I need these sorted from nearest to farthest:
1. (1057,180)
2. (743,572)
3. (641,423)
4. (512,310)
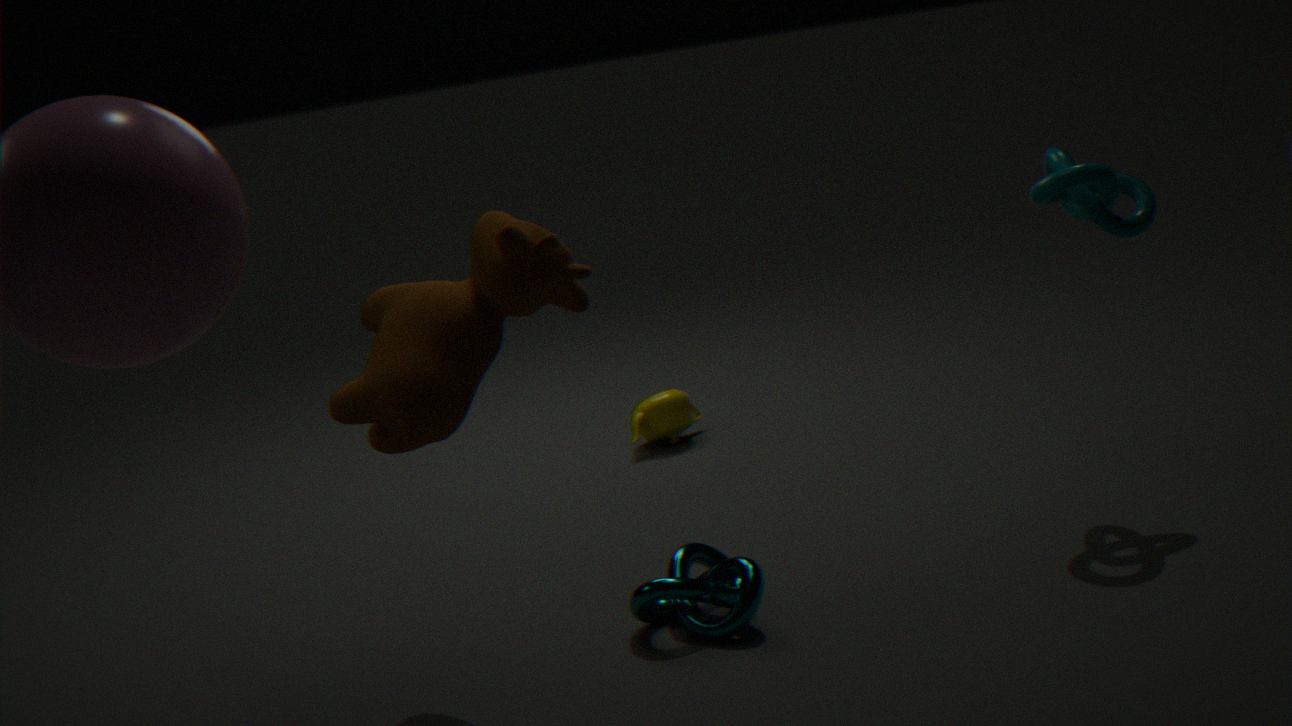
(512,310) → (743,572) → (1057,180) → (641,423)
